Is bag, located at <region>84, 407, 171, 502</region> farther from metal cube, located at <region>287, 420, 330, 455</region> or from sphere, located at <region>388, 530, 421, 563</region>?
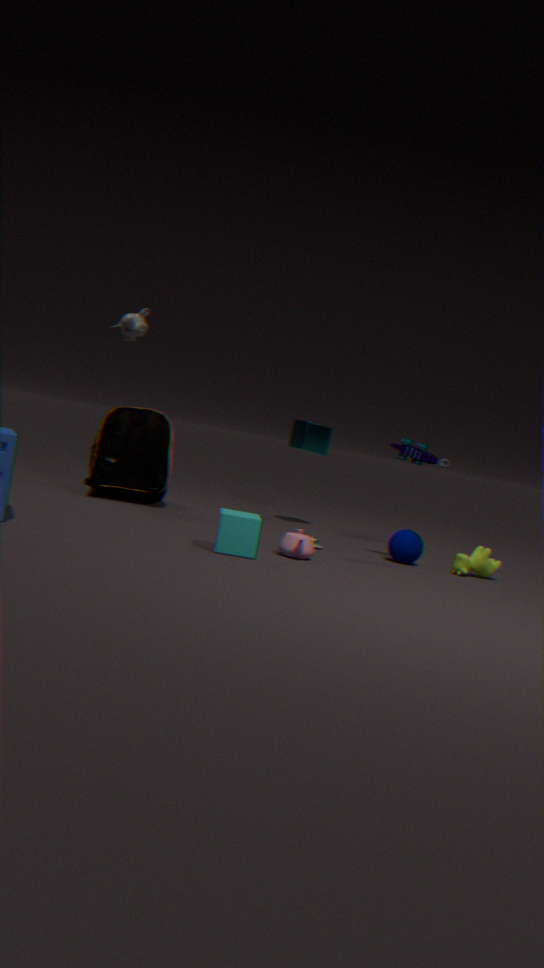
sphere, located at <region>388, 530, 421, 563</region>
